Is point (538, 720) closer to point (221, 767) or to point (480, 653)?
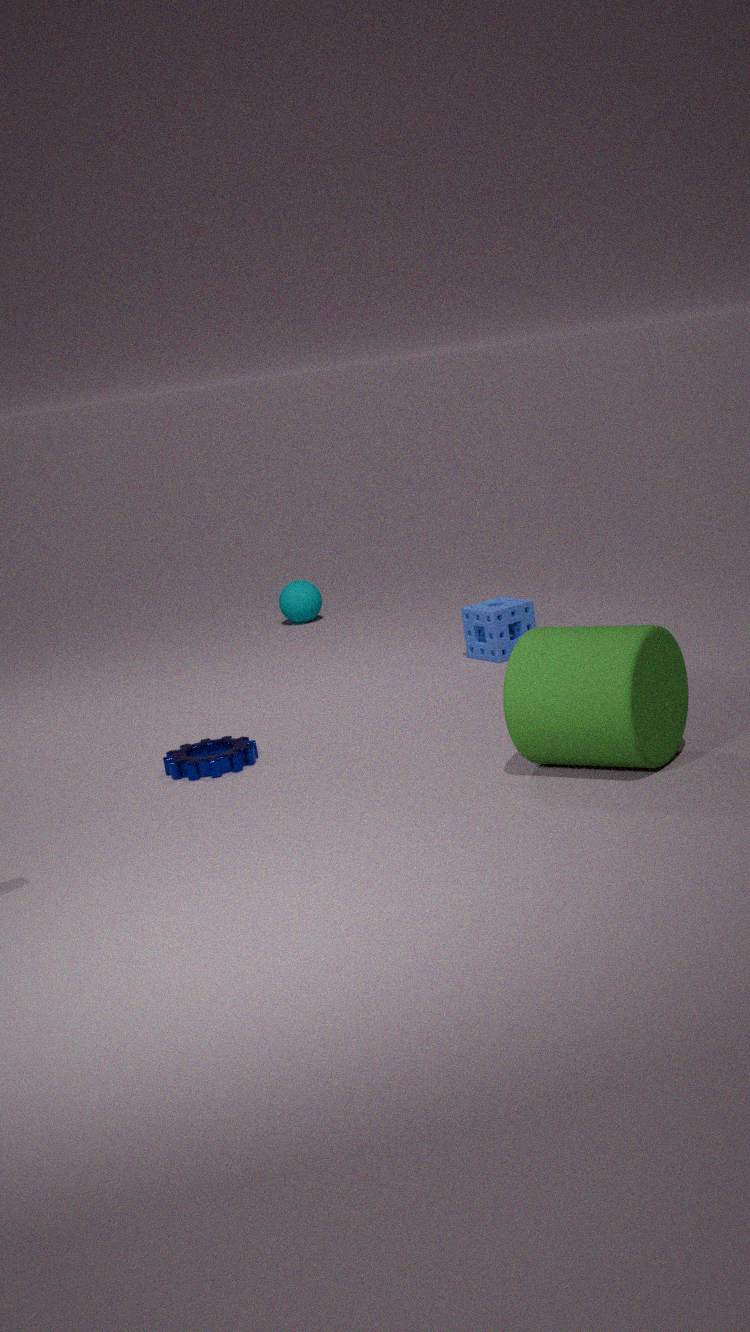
point (221, 767)
